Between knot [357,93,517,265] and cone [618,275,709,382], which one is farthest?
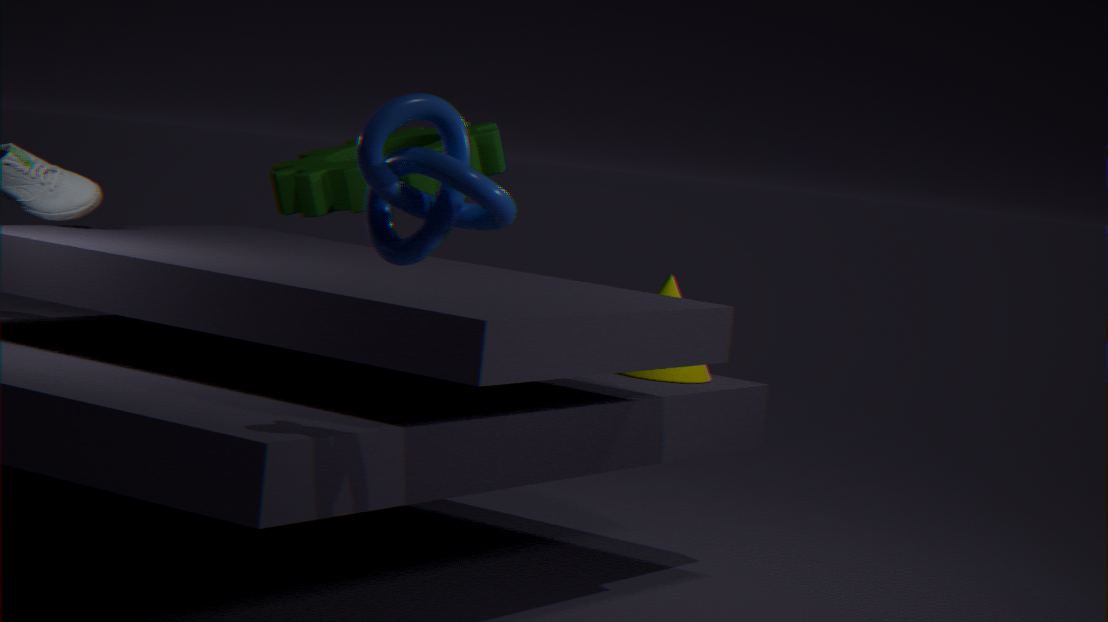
cone [618,275,709,382]
